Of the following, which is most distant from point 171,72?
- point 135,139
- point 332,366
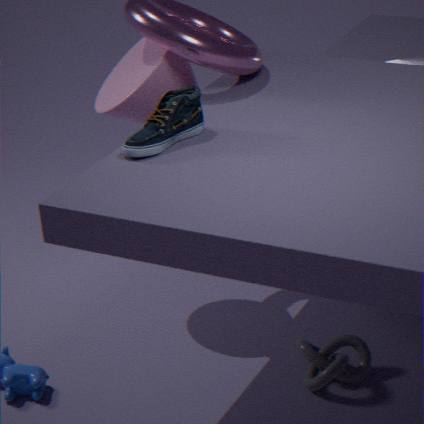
point 332,366
